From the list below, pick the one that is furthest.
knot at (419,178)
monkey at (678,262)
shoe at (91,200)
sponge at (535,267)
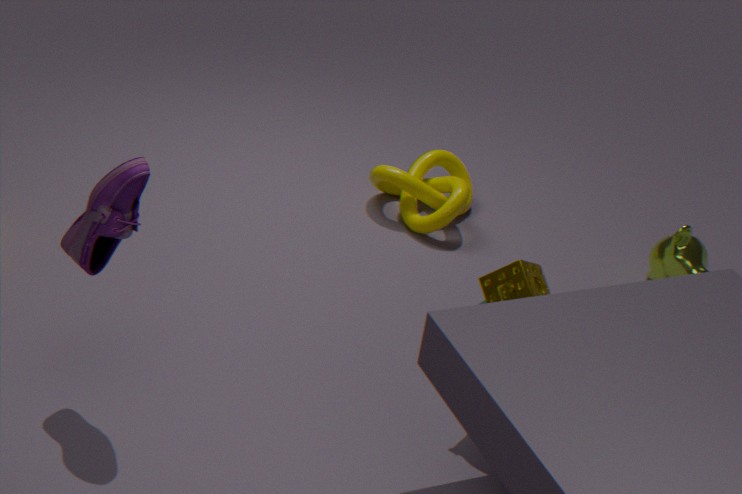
knot at (419,178)
